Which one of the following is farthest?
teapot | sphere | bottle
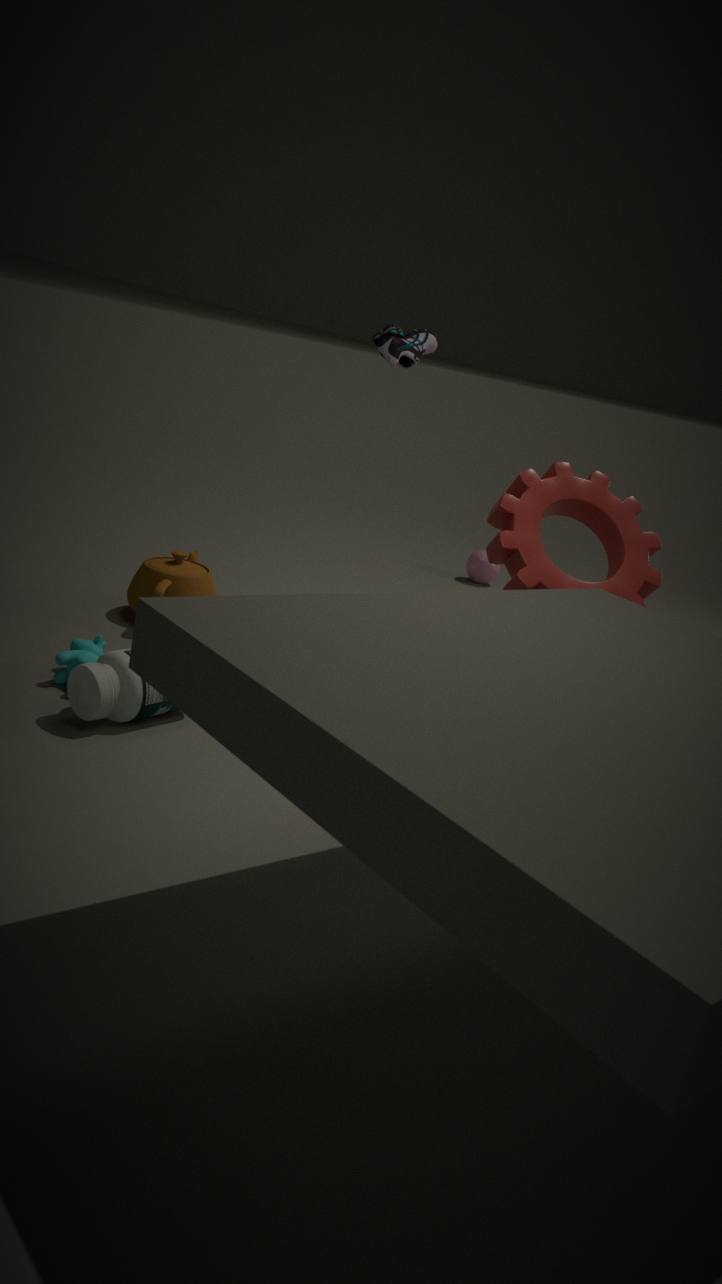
sphere
